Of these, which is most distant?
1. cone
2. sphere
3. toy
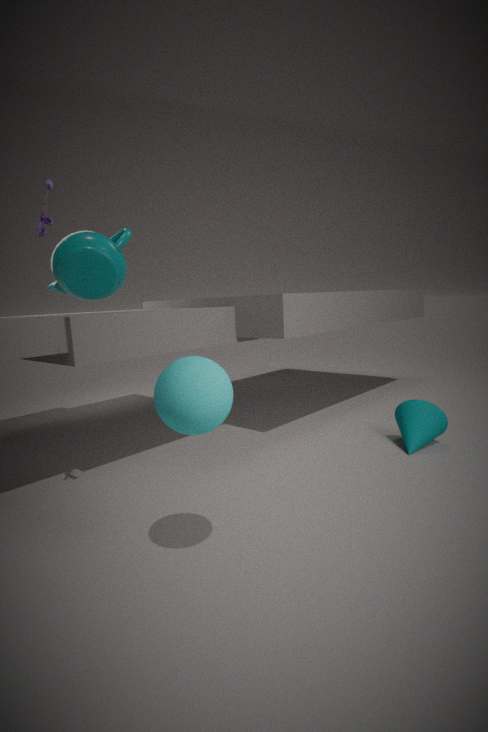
cone
